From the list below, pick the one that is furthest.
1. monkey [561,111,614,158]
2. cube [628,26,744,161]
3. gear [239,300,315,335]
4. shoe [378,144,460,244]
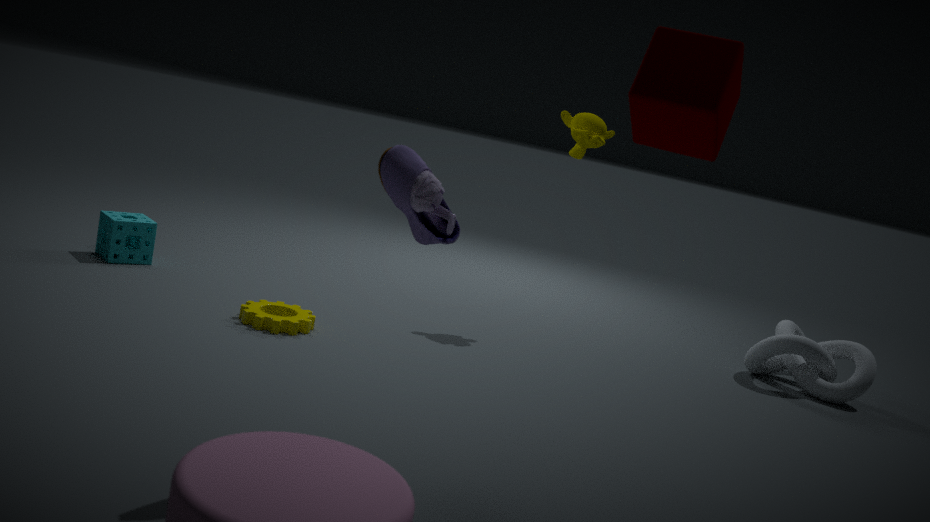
monkey [561,111,614,158]
